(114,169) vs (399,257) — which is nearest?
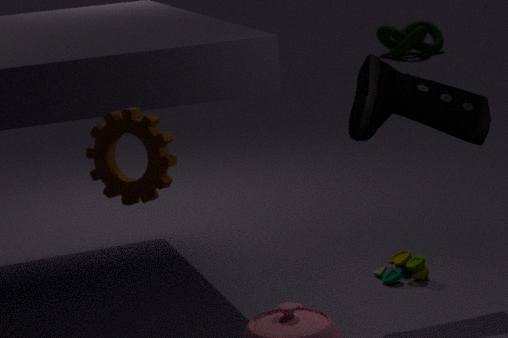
(114,169)
